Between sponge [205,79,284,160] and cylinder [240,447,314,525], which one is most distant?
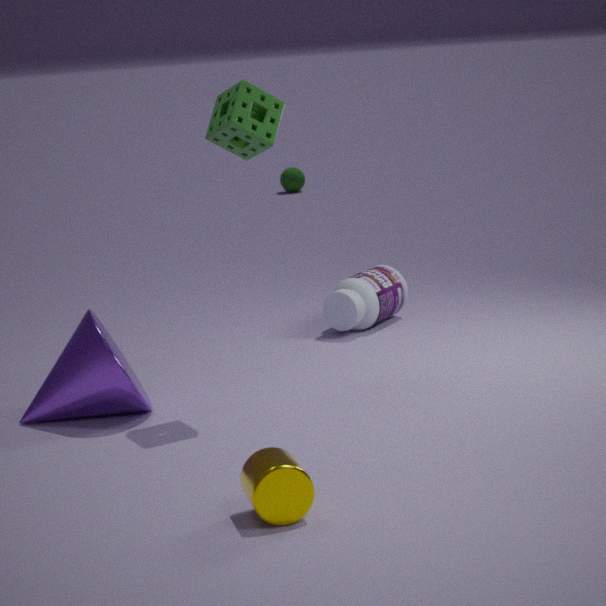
sponge [205,79,284,160]
